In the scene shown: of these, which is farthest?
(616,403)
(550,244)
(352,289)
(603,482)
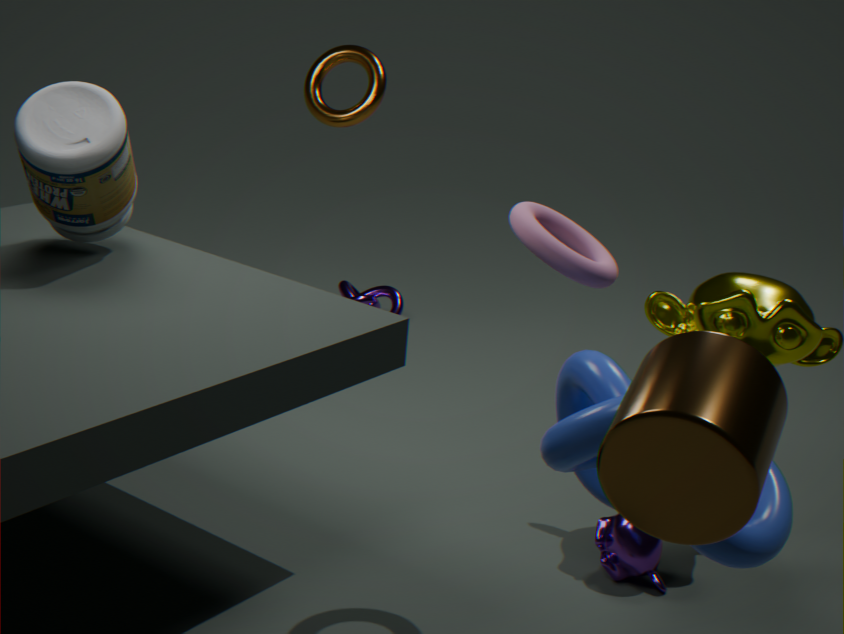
(352,289)
